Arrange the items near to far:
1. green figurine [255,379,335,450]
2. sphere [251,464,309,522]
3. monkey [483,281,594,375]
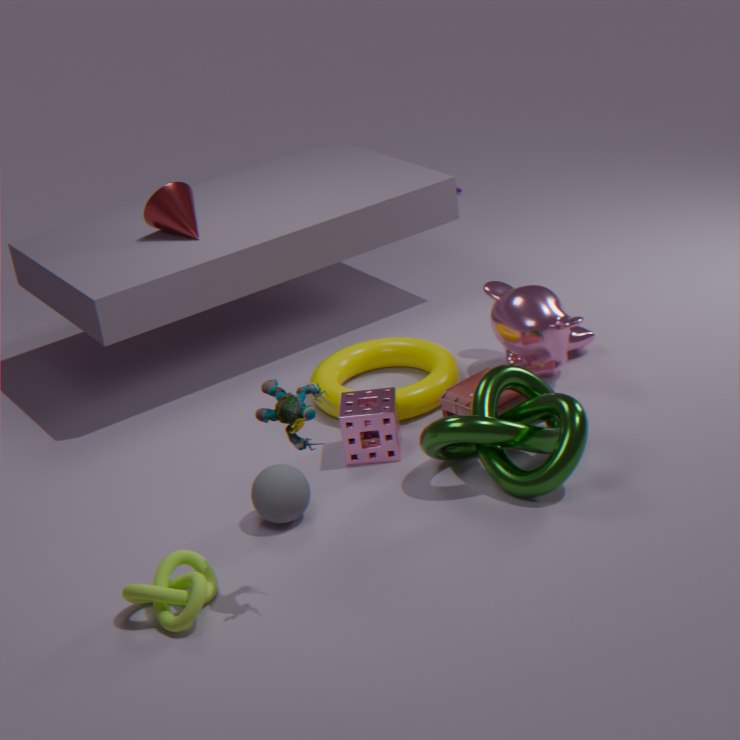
green figurine [255,379,335,450] < sphere [251,464,309,522] < monkey [483,281,594,375]
